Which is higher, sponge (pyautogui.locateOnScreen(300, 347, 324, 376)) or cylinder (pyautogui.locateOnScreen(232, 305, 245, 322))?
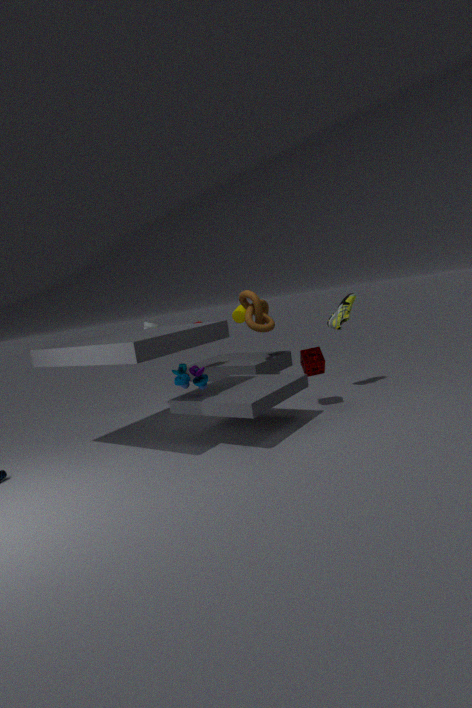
cylinder (pyautogui.locateOnScreen(232, 305, 245, 322))
